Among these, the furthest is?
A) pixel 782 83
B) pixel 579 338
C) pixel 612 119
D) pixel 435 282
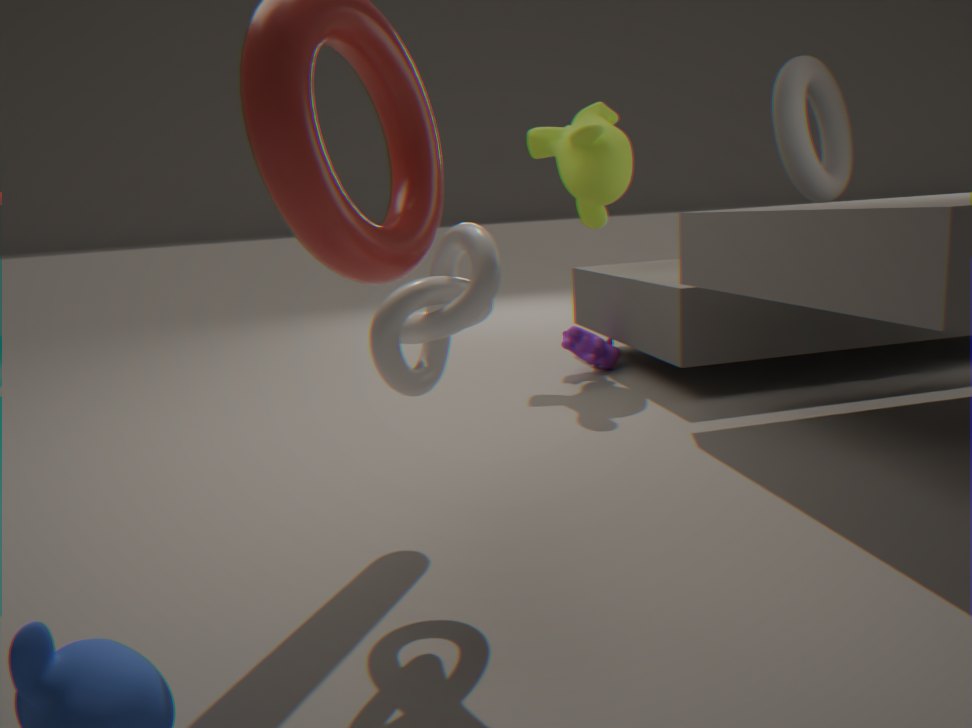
pixel 579 338
